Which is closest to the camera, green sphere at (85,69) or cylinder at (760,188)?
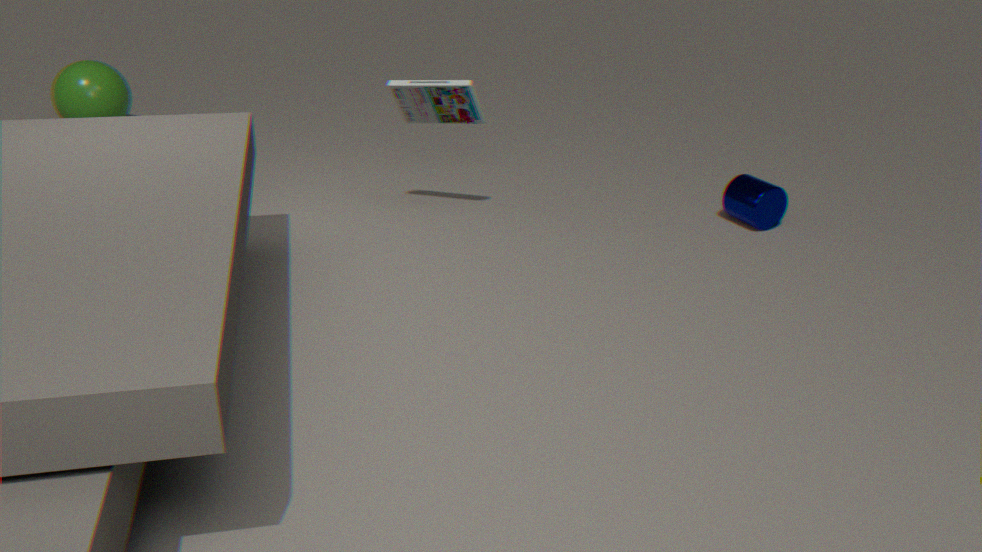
cylinder at (760,188)
